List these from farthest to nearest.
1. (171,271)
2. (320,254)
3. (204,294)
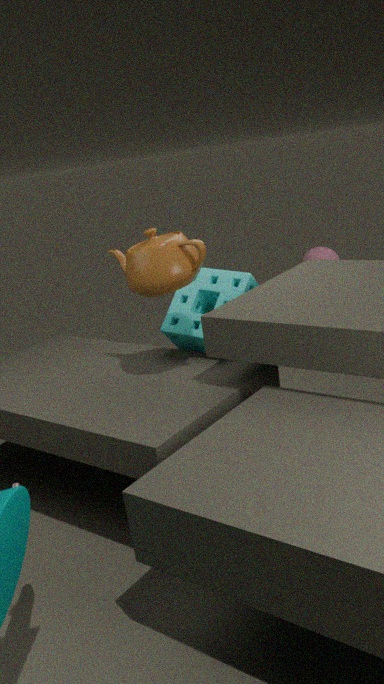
(320,254)
(204,294)
(171,271)
